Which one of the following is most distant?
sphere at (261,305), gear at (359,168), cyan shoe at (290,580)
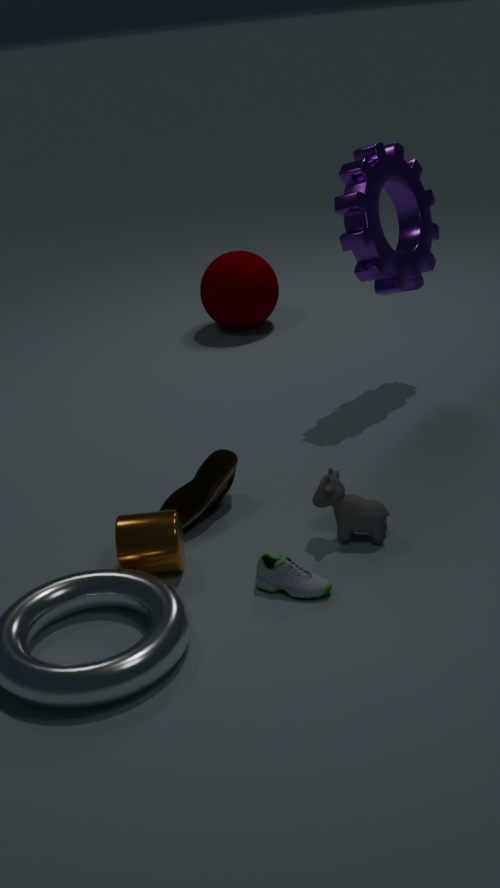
sphere at (261,305)
